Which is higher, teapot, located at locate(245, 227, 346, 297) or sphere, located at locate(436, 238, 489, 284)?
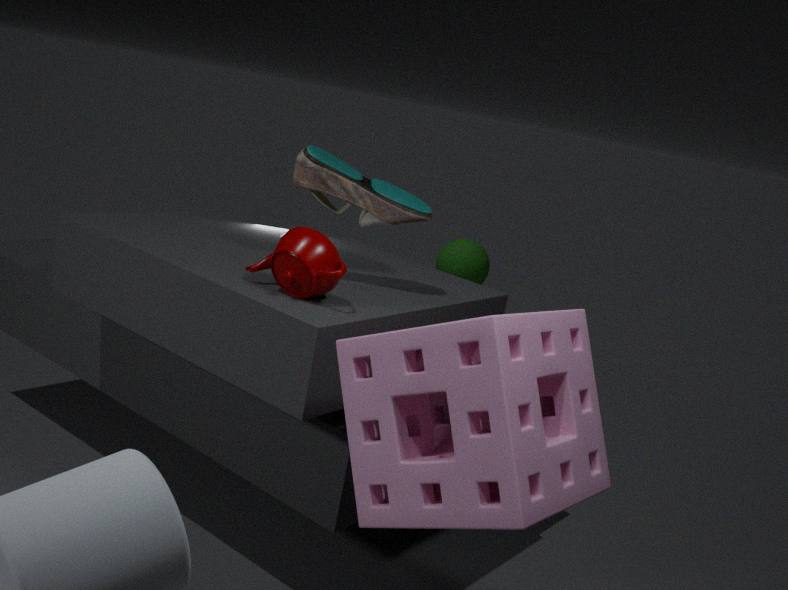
teapot, located at locate(245, 227, 346, 297)
